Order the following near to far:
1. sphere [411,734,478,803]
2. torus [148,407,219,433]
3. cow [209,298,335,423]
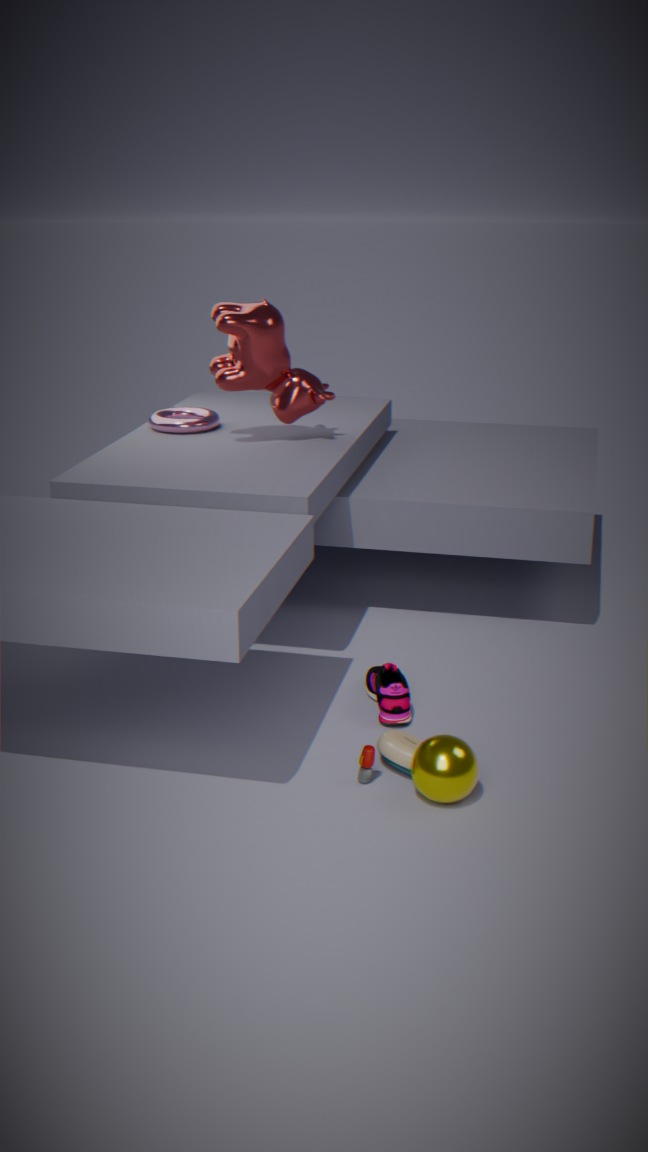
sphere [411,734,478,803], cow [209,298,335,423], torus [148,407,219,433]
